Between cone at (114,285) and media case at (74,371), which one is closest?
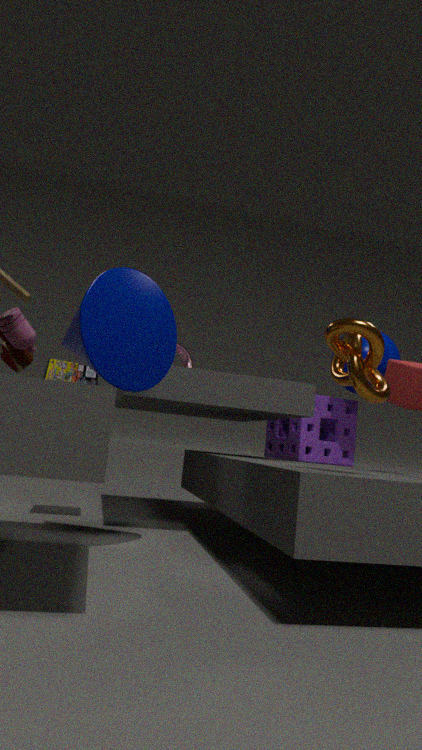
cone at (114,285)
